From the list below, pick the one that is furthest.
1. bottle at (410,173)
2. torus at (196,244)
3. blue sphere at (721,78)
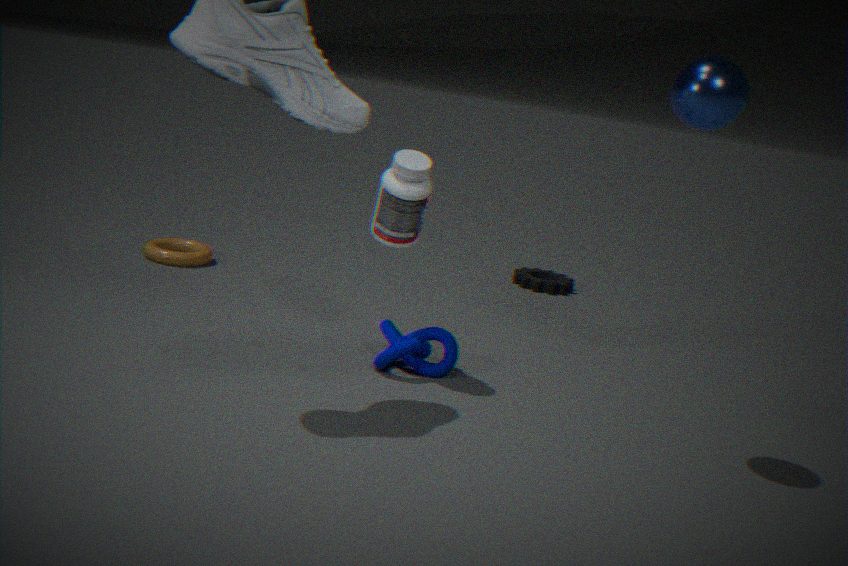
torus at (196,244)
